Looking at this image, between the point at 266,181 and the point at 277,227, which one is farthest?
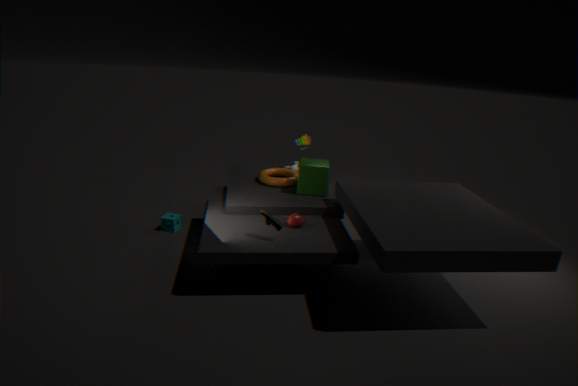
the point at 266,181
